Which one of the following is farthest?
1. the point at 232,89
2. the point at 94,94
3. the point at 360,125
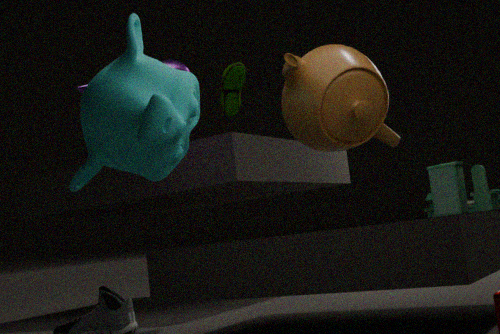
the point at 232,89
